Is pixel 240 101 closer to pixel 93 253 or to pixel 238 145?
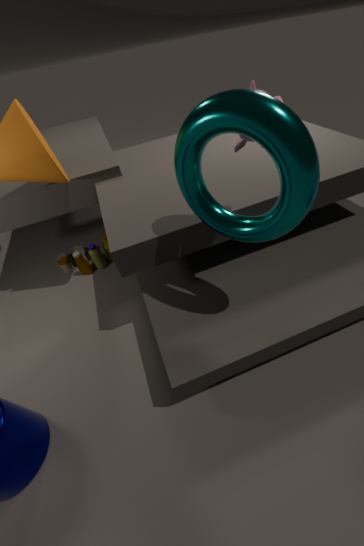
pixel 238 145
